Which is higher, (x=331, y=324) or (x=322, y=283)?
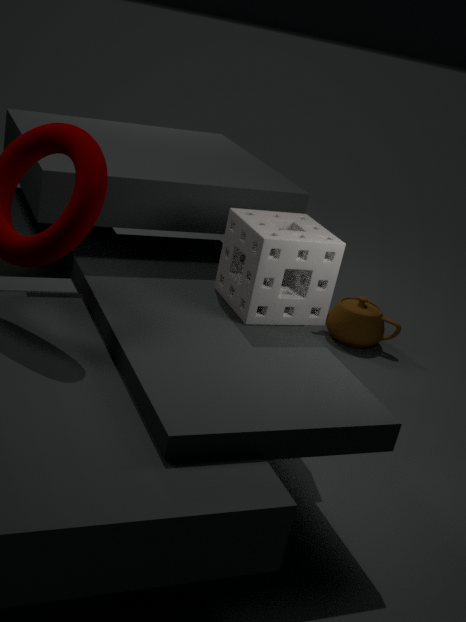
(x=322, y=283)
